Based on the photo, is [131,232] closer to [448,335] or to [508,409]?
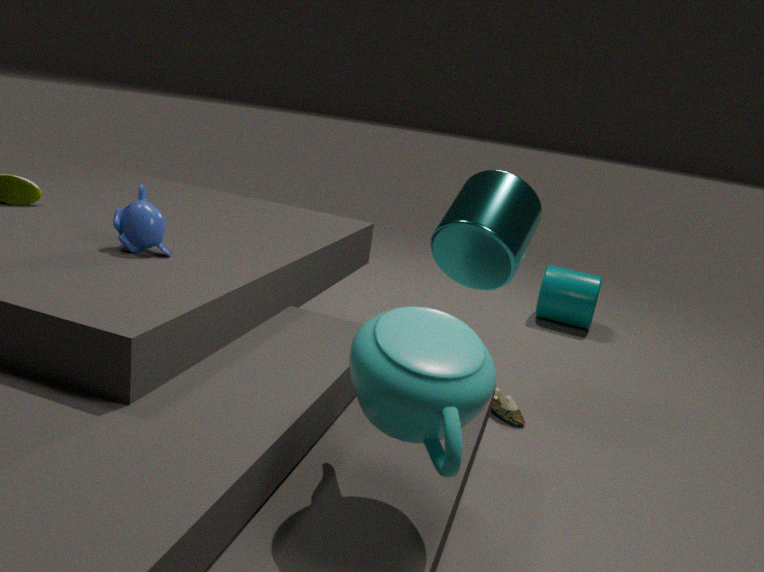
[448,335]
